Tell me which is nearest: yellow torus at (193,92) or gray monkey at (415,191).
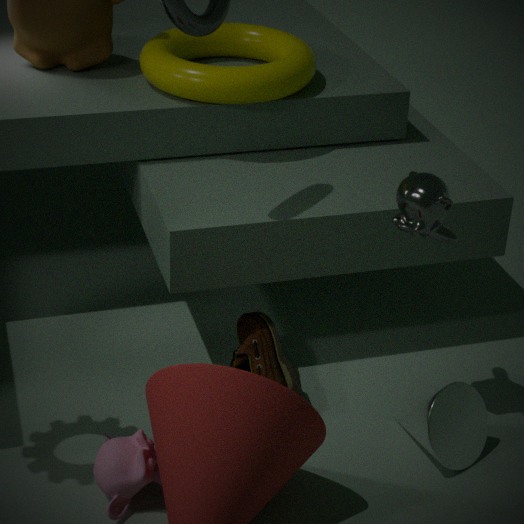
gray monkey at (415,191)
